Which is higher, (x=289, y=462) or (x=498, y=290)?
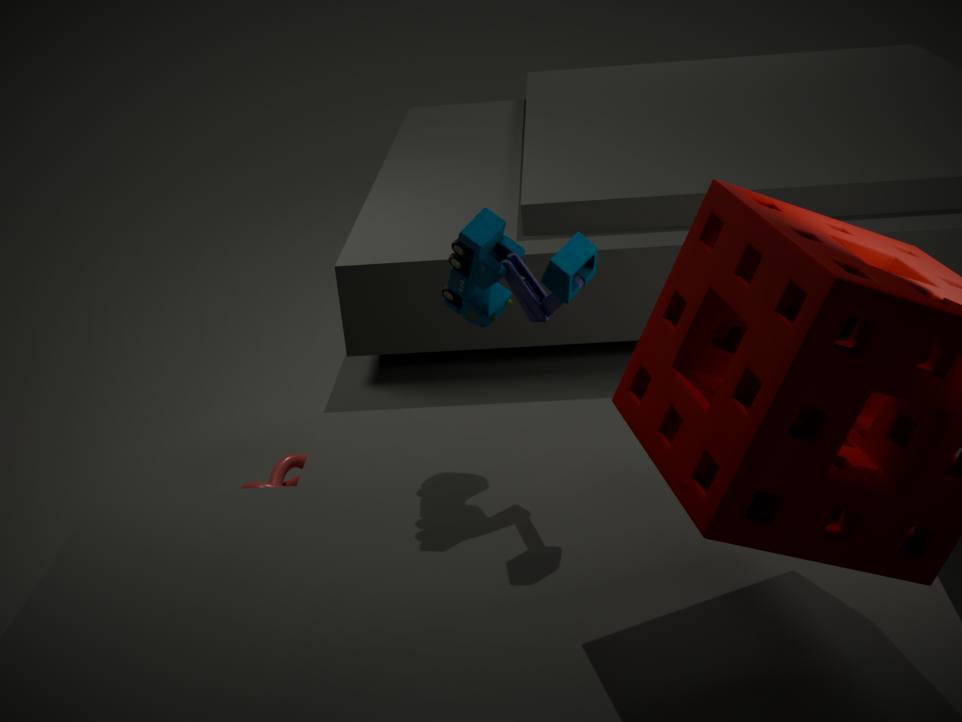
(x=498, y=290)
